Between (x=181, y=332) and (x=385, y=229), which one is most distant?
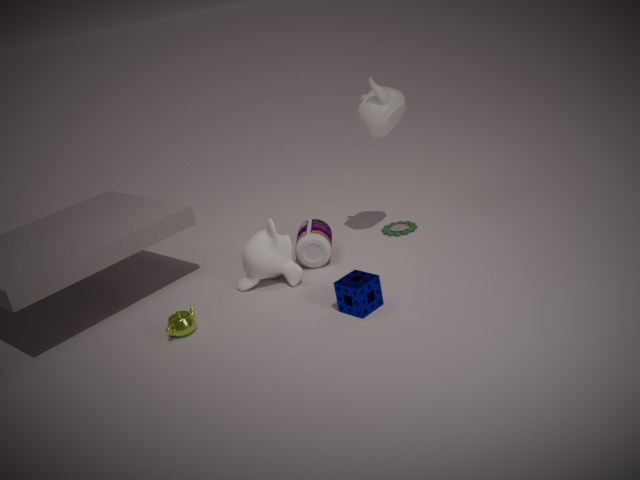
(x=385, y=229)
